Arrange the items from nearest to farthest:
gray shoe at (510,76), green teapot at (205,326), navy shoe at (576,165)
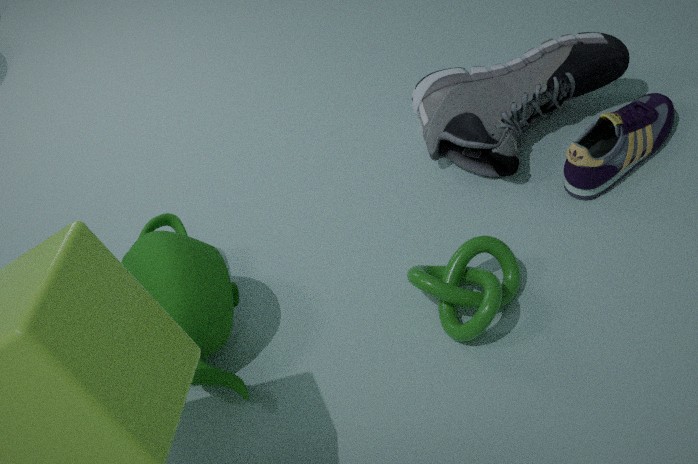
green teapot at (205,326), navy shoe at (576,165), gray shoe at (510,76)
